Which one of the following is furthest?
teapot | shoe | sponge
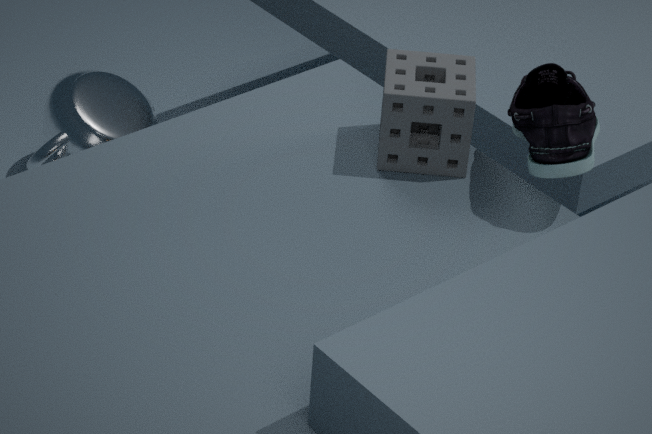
teapot
